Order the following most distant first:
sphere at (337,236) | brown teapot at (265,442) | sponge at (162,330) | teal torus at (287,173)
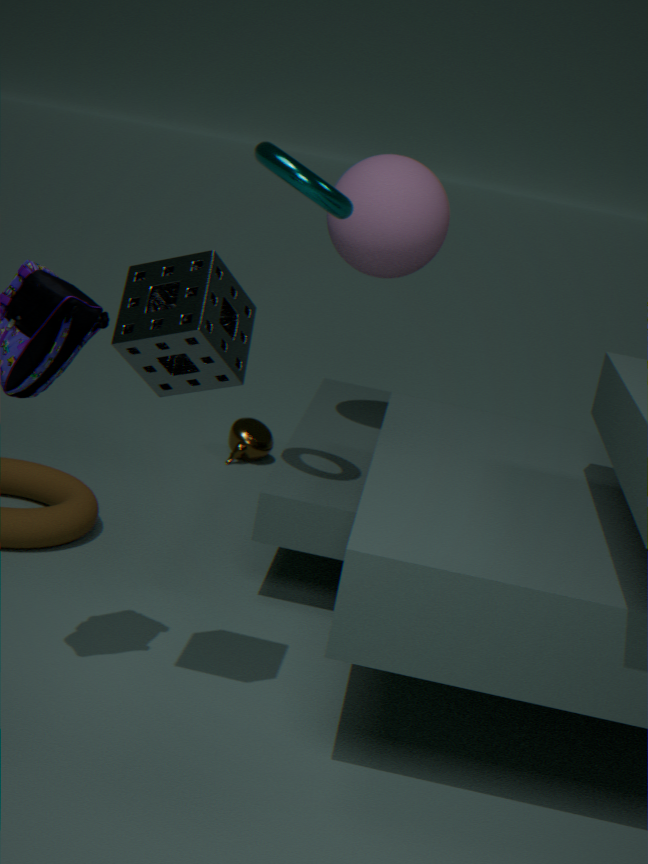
1. brown teapot at (265,442)
2. sphere at (337,236)
3. teal torus at (287,173)
4. sponge at (162,330)
